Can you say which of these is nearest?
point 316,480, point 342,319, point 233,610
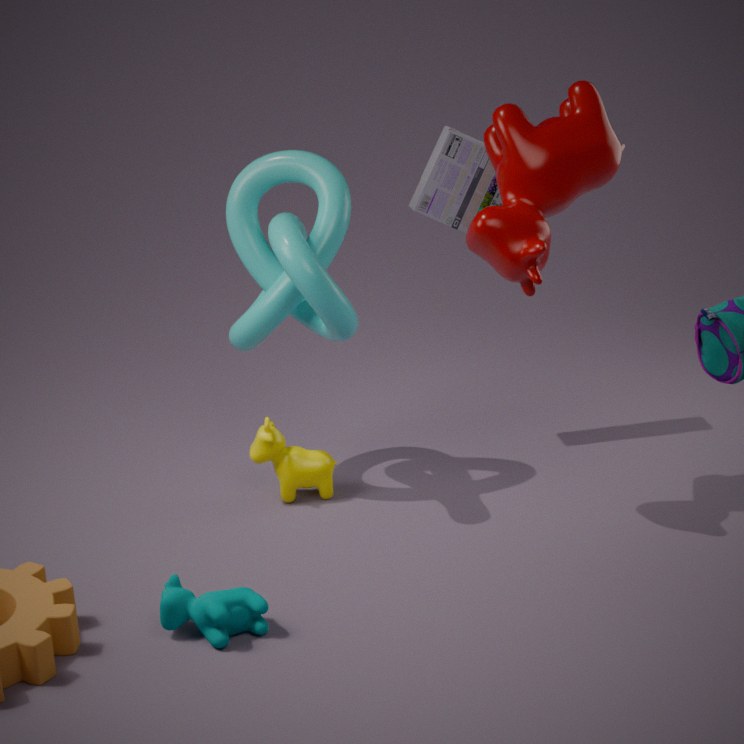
point 233,610
